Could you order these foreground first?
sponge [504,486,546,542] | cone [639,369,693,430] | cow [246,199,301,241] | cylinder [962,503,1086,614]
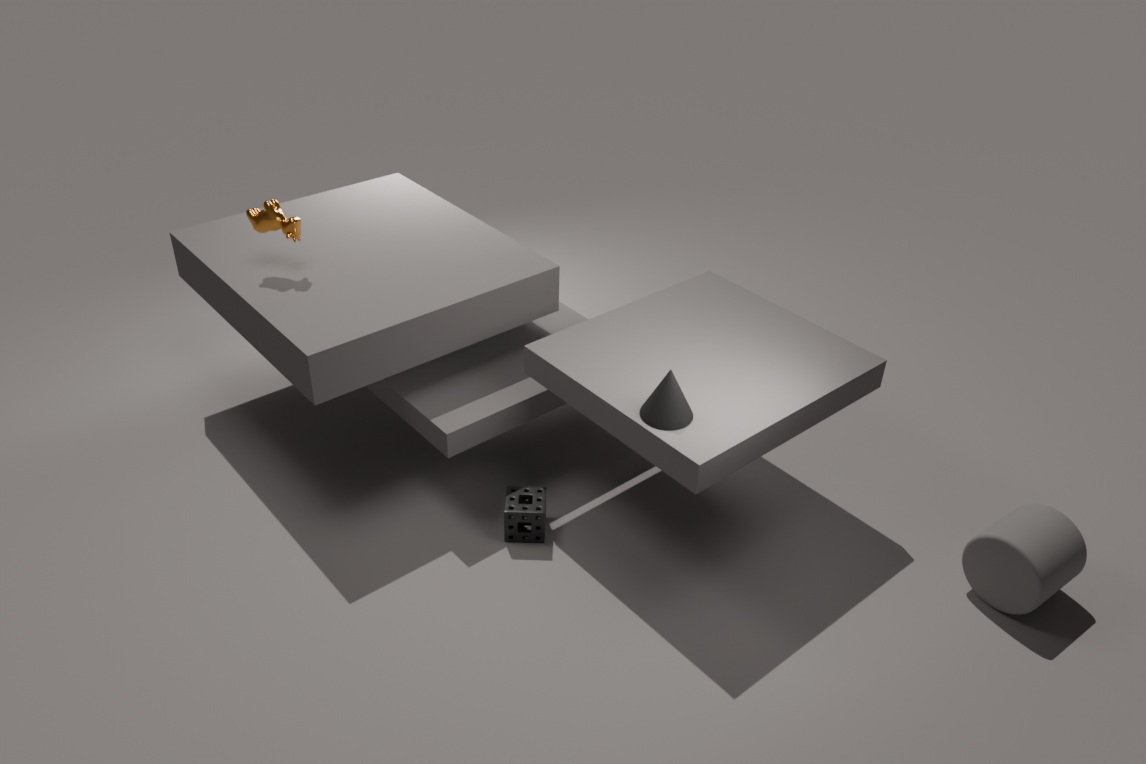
cone [639,369,693,430], cylinder [962,503,1086,614], sponge [504,486,546,542], cow [246,199,301,241]
